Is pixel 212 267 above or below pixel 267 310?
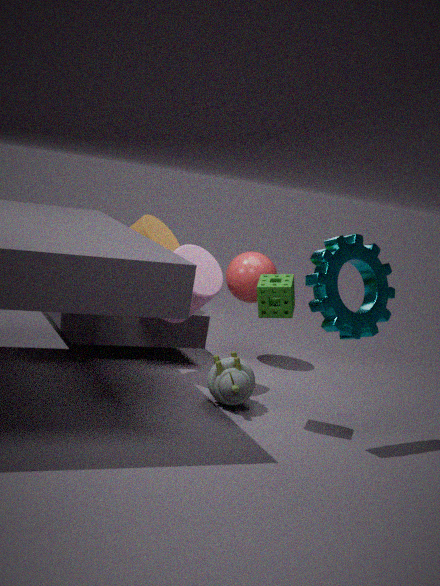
below
